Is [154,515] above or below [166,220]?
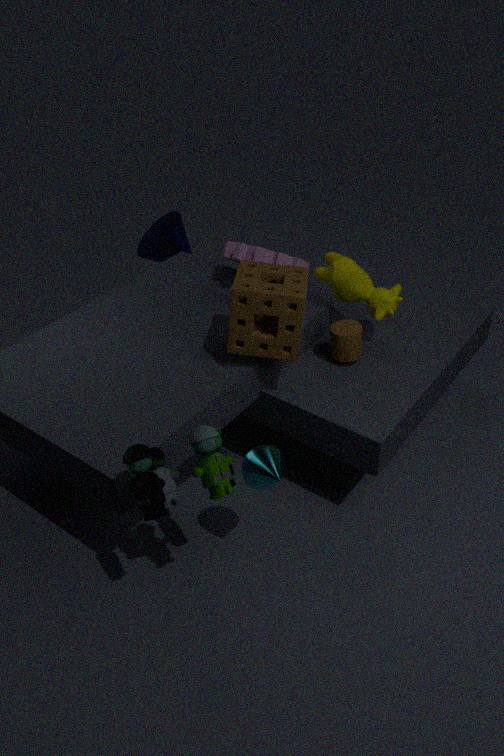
above
